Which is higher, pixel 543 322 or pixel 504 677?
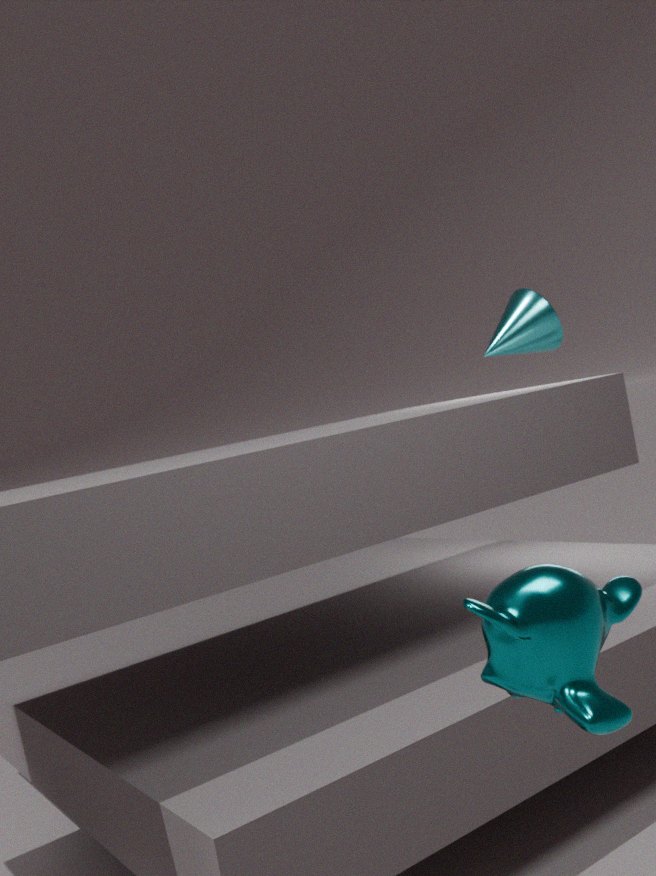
pixel 543 322
